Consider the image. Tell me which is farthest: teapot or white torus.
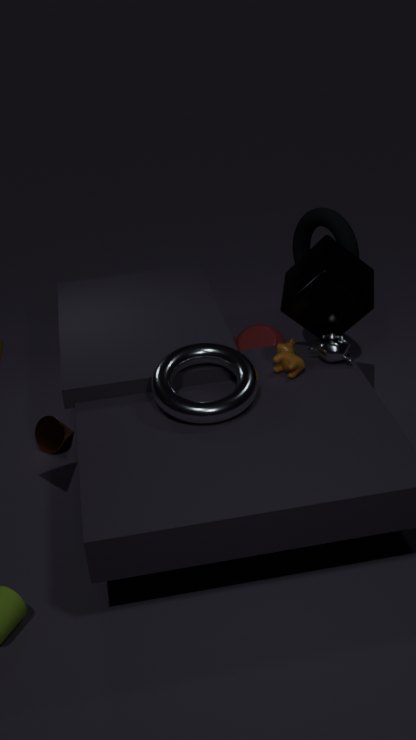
teapot
